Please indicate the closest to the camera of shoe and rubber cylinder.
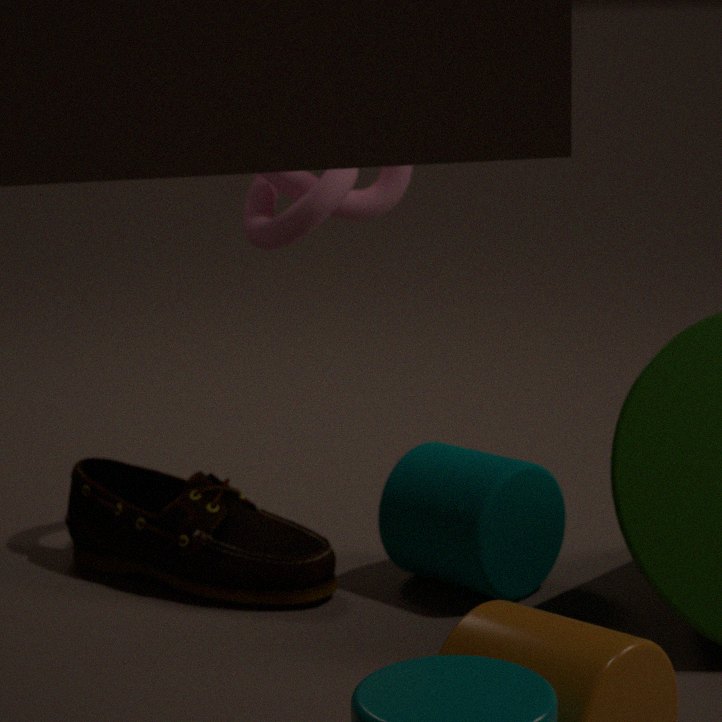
rubber cylinder
